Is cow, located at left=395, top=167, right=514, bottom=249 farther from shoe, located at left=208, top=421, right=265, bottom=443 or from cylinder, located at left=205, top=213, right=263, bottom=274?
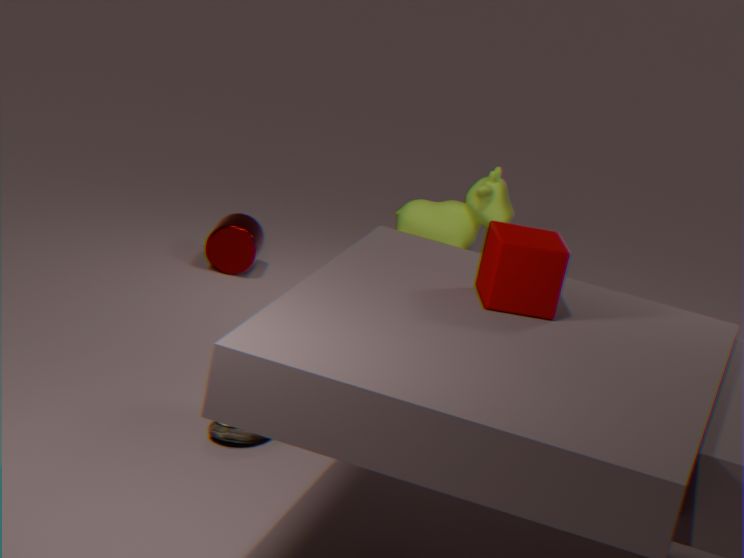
shoe, located at left=208, top=421, right=265, bottom=443
